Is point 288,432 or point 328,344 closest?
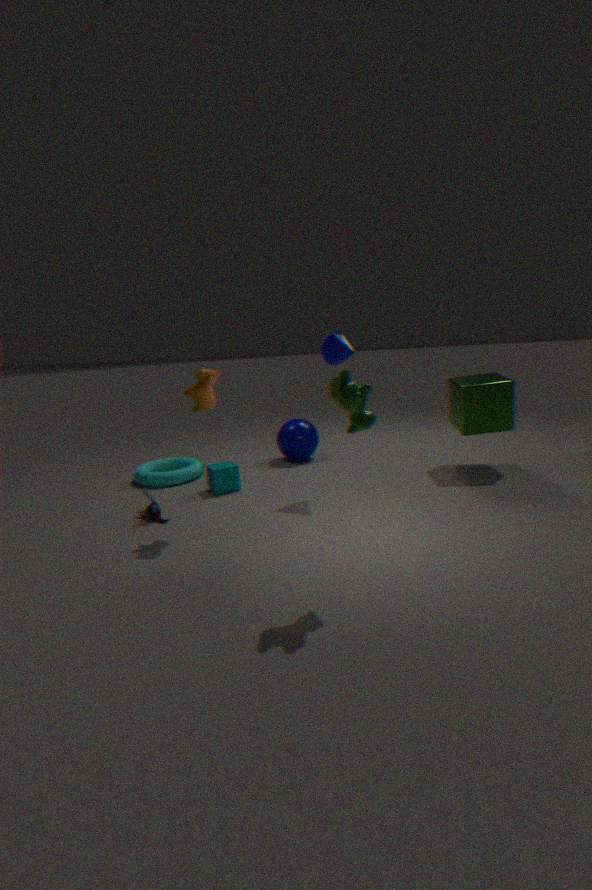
point 328,344
